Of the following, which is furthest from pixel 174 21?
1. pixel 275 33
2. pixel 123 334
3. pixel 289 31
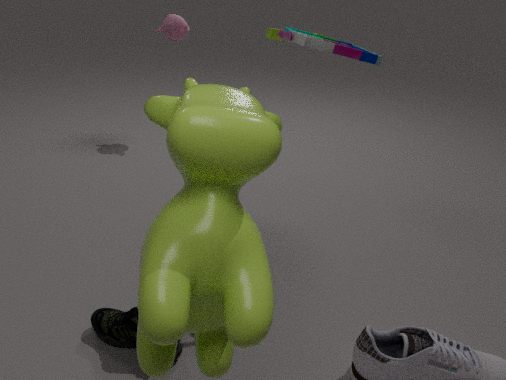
pixel 123 334
